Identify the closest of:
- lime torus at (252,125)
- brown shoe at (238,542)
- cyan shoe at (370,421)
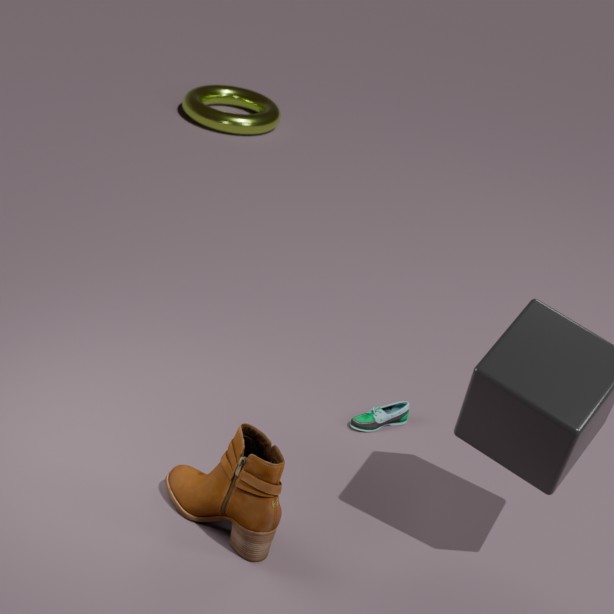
brown shoe at (238,542)
